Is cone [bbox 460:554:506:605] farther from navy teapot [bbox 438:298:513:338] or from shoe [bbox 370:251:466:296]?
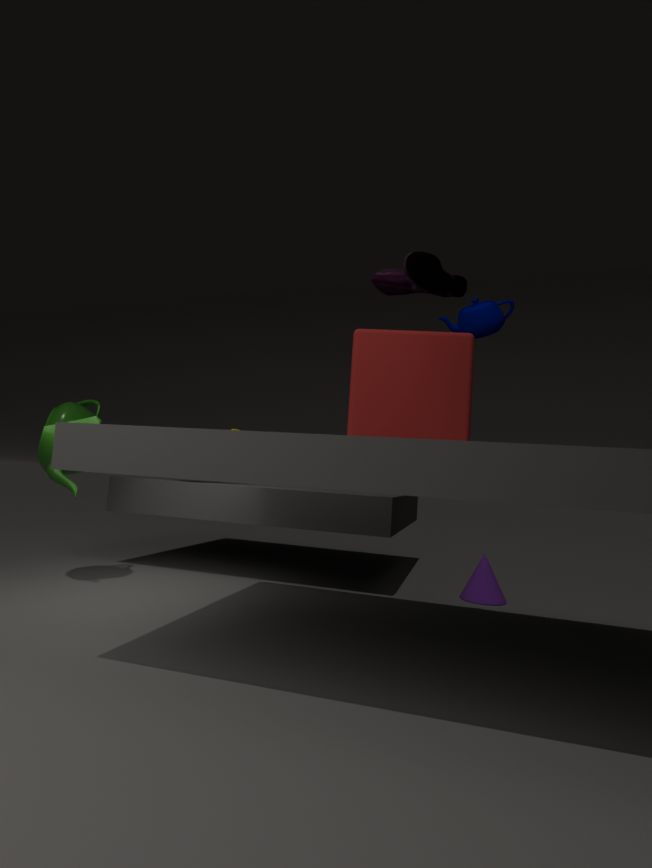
shoe [bbox 370:251:466:296]
